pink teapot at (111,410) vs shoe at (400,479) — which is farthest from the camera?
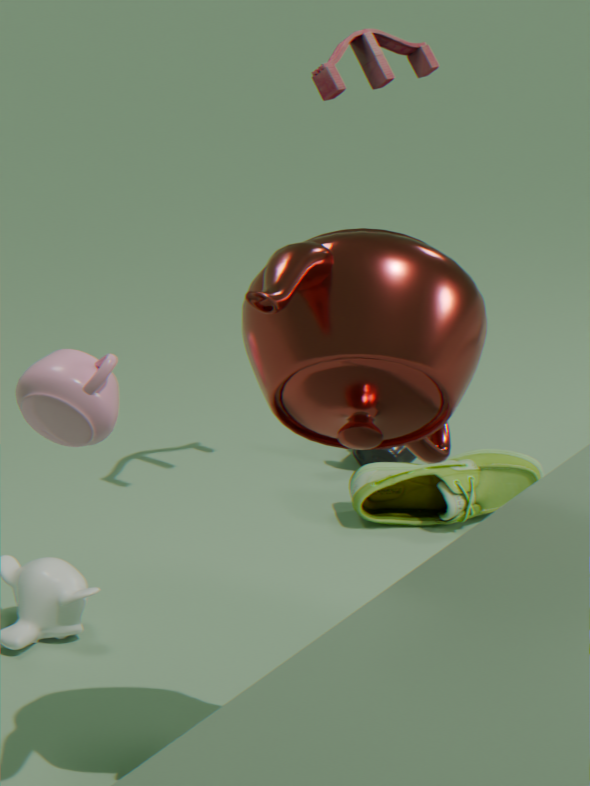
shoe at (400,479)
